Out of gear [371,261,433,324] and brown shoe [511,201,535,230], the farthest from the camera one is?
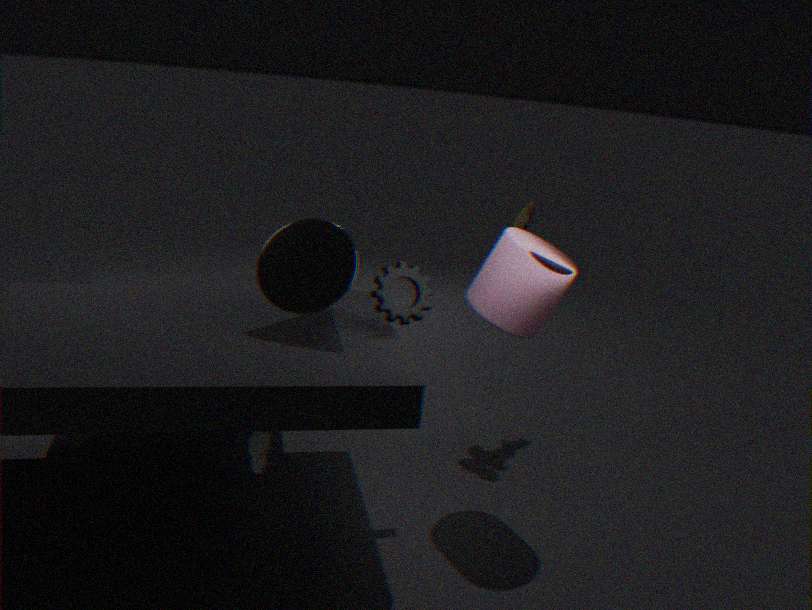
brown shoe [511,201,535,230]
